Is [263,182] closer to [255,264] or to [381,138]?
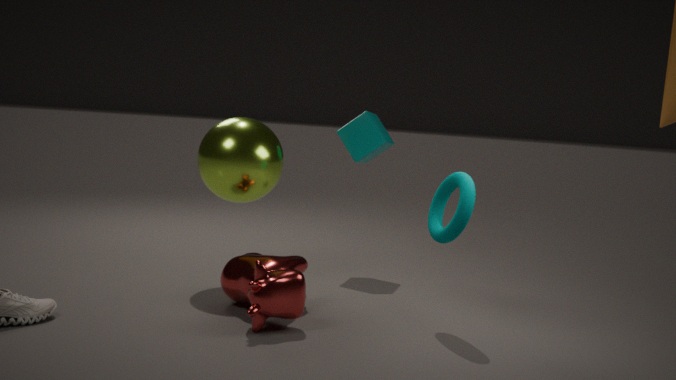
[255,264]
